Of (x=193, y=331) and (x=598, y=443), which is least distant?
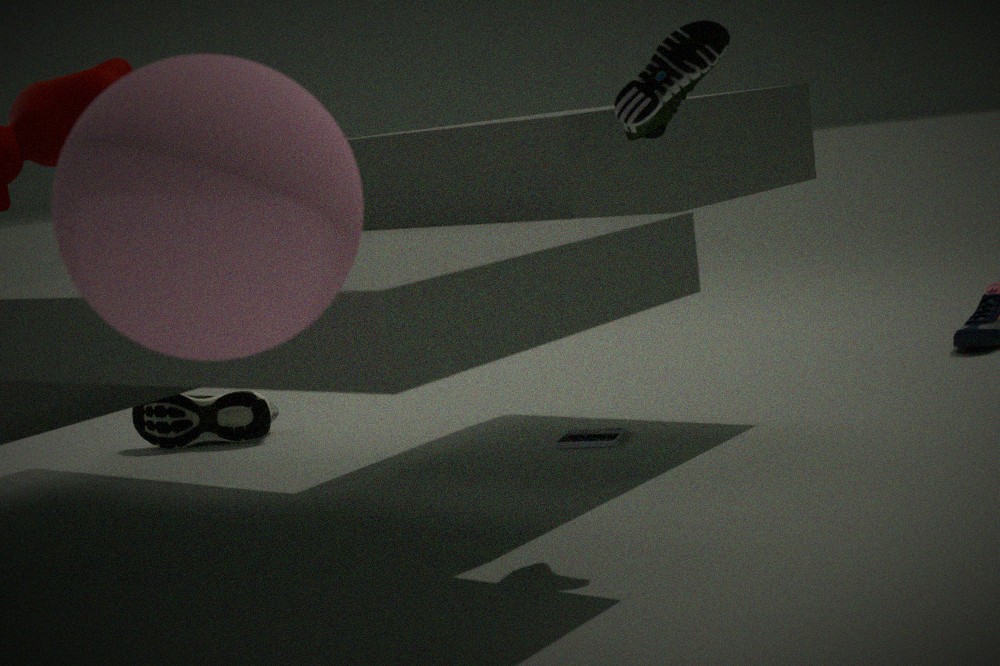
(x=193, y=331)
